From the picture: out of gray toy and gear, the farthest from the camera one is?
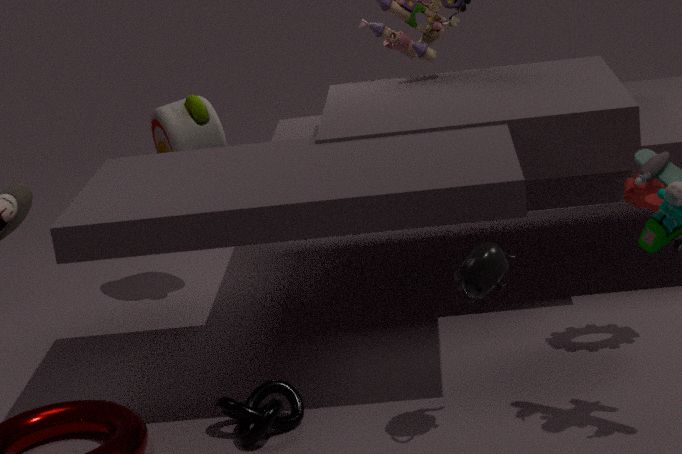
gray toy
